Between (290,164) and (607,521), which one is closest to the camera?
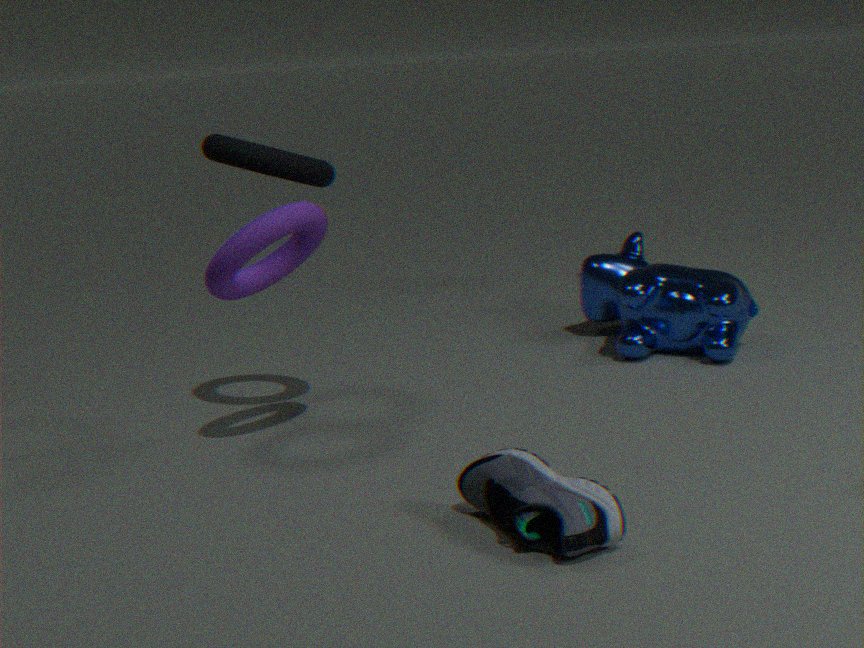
(607,521)
